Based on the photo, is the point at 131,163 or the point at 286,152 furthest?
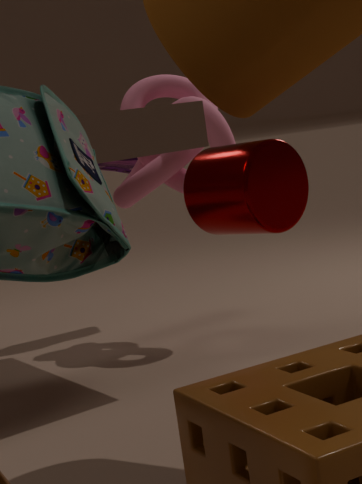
the point at 131,163
